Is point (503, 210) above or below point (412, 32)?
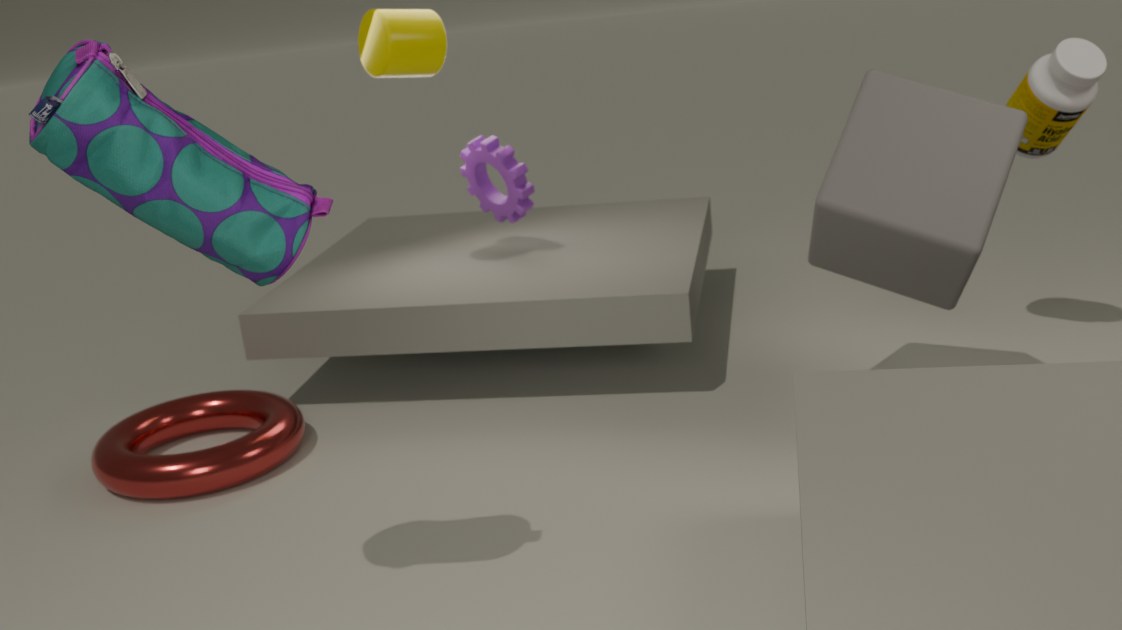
below
